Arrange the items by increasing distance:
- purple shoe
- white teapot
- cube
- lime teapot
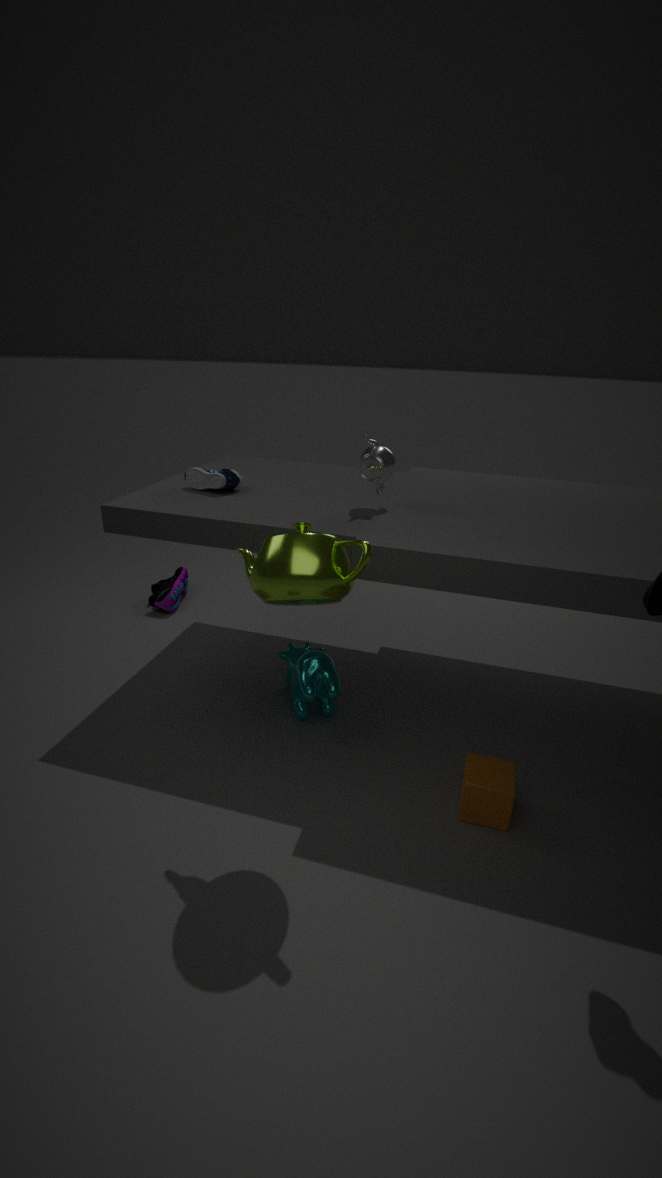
lime teapot < cube < white teapot < purple shoe
